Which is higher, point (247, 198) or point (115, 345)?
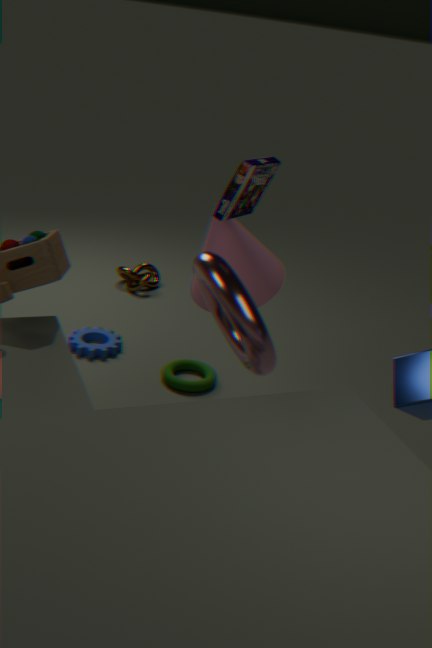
point (247, 198)
